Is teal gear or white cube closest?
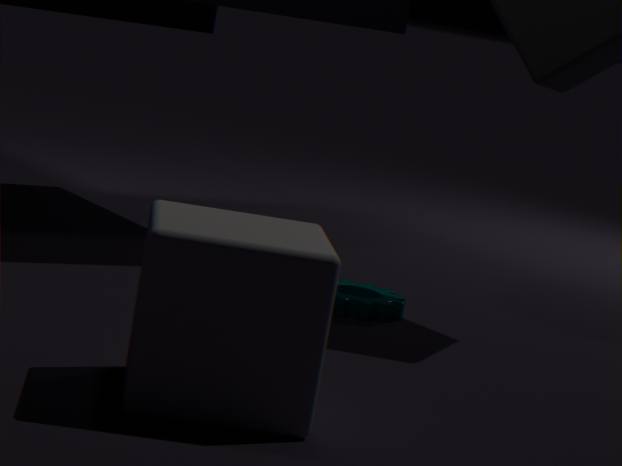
white cube
